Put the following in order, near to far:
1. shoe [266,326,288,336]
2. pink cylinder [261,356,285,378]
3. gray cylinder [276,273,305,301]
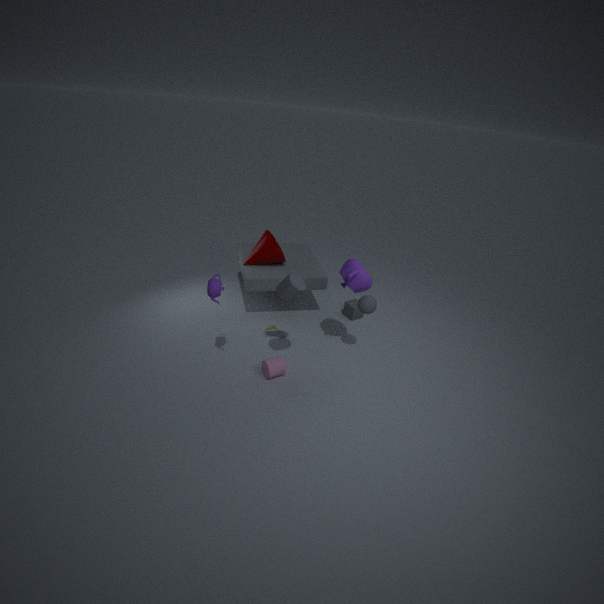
gray cylinder [276,273,305,301] → pink cylinder [261,356,285,378] → shoe [266,326,288,336]
